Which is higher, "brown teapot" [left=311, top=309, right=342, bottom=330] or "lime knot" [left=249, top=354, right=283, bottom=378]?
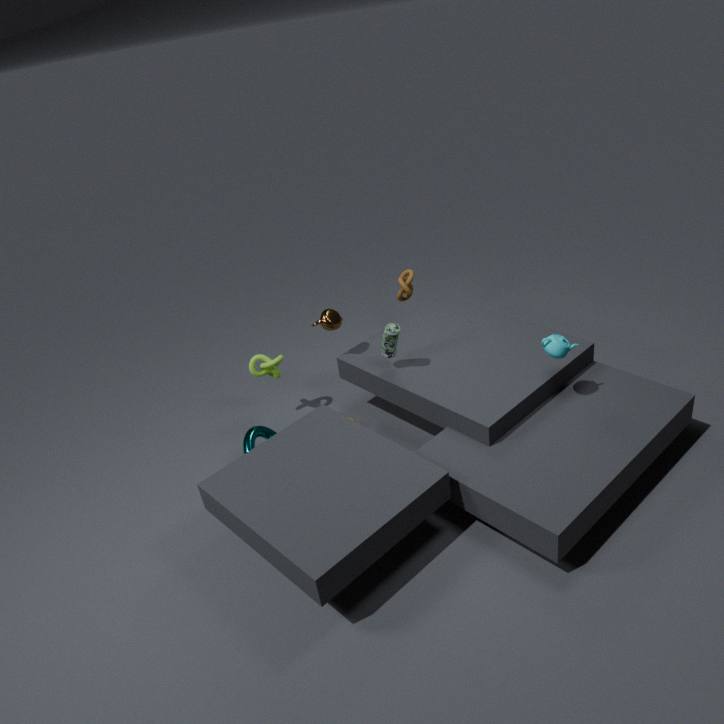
"brown teapot" [left=311, top=309, right=342, bottom=330]
